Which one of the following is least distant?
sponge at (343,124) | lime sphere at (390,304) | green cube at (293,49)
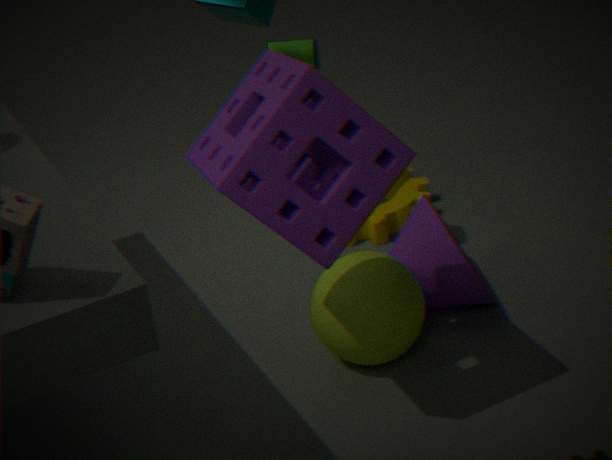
sponge at (343,124)
